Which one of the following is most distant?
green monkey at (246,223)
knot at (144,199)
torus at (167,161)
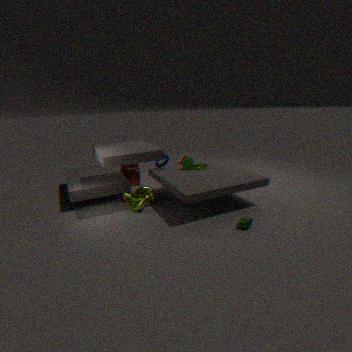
torus at (167,161)
